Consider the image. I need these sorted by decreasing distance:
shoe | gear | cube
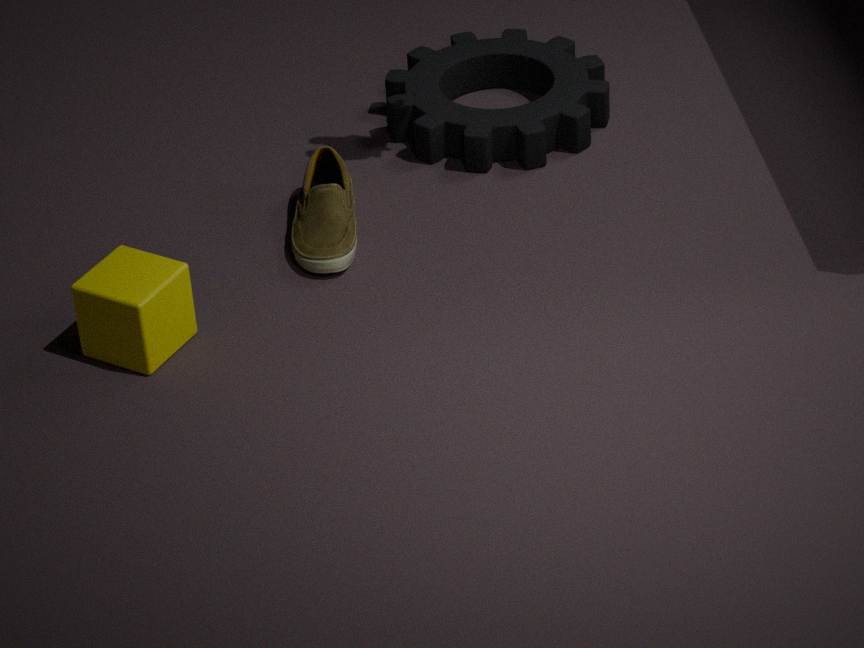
gear
shoe
cube
